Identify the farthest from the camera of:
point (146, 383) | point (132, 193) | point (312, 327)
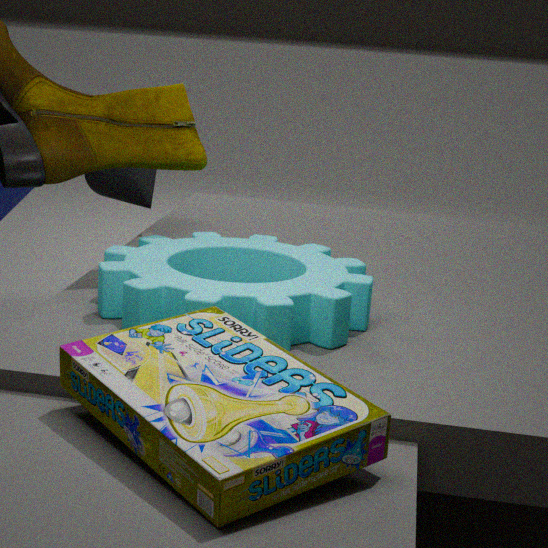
point (132, 193)
